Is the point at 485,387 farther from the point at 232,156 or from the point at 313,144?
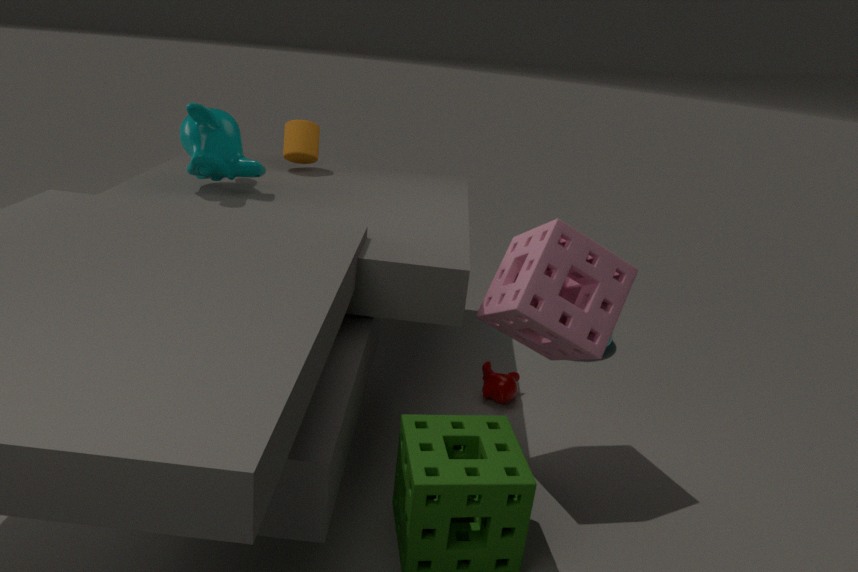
the point at 232,156
